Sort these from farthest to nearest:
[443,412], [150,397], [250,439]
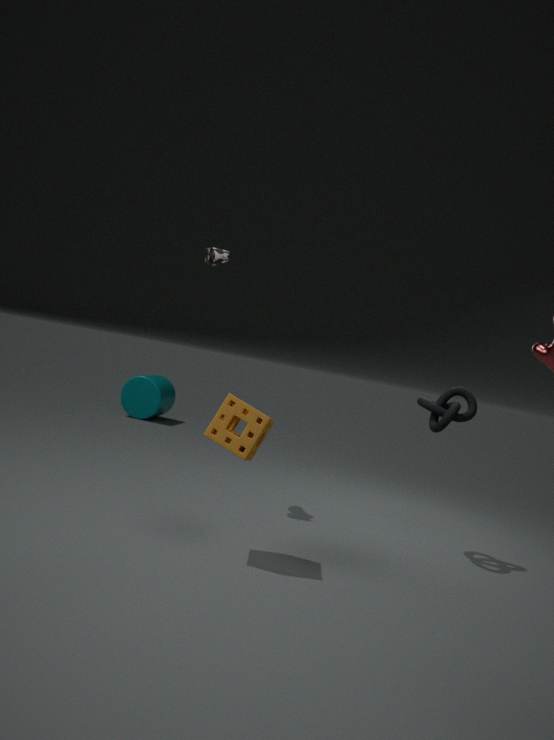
1. [150,397]
2. [443,412]
3. [250,439]
